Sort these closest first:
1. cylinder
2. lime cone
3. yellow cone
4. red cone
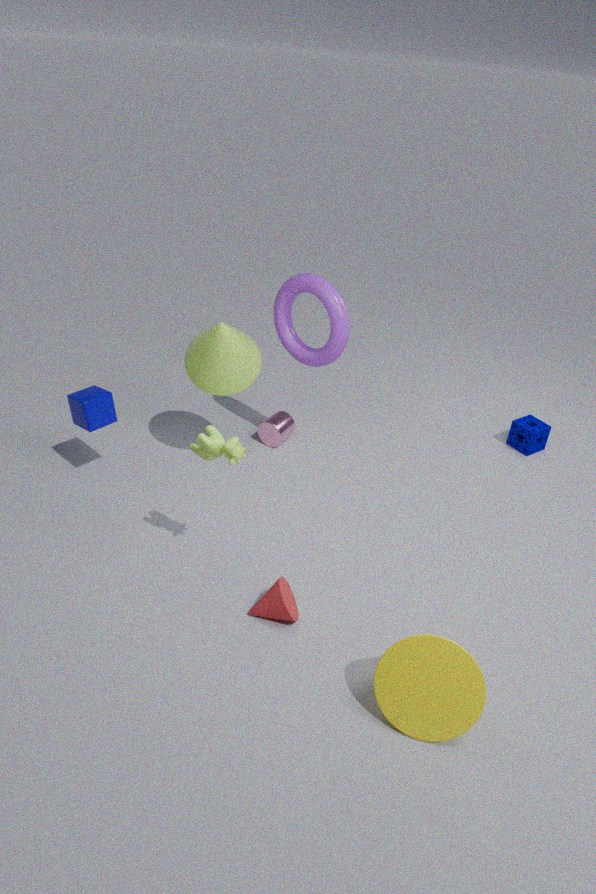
yellow cone
red cone
lime cone
cylinder
